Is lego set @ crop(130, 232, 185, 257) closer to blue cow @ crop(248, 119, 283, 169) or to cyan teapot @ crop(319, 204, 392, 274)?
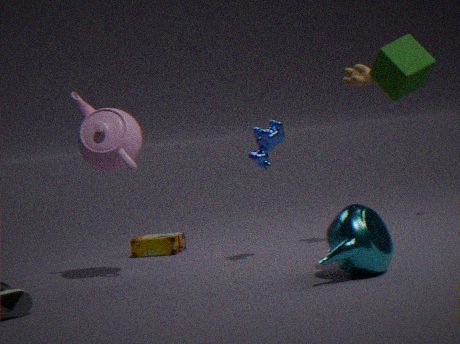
blue cow @ crop(248, 119, 283, 169)
